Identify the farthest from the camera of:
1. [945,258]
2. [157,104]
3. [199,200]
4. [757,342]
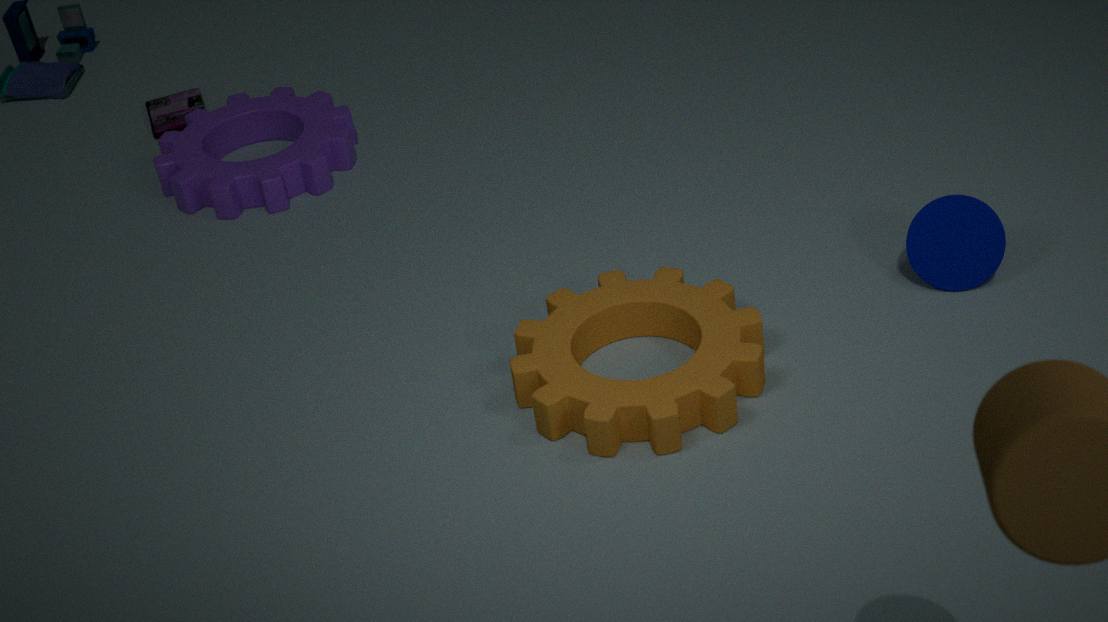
[157,104]
